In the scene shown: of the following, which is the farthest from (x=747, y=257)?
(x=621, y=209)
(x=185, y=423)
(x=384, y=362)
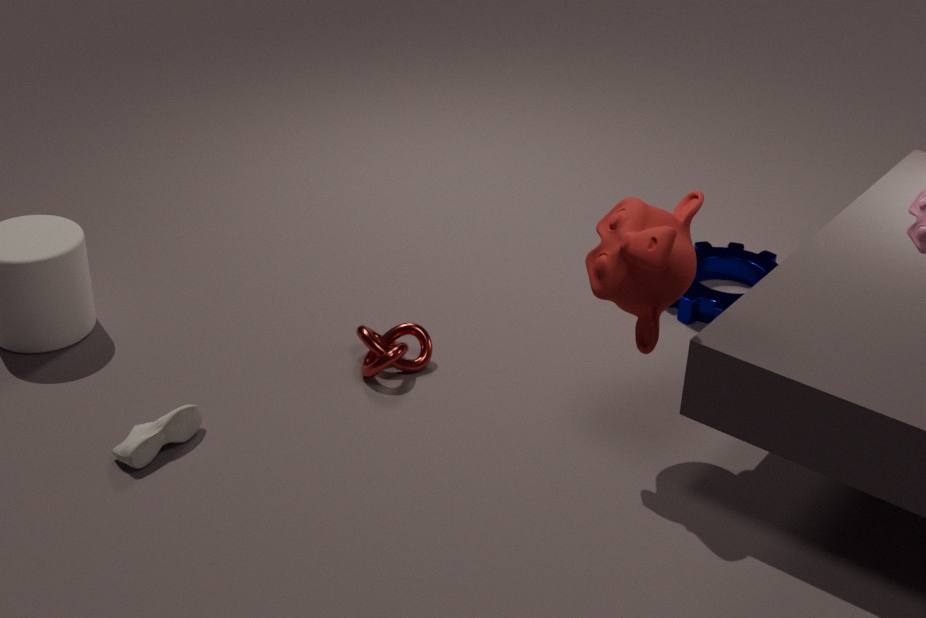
(x=185, y=423)
